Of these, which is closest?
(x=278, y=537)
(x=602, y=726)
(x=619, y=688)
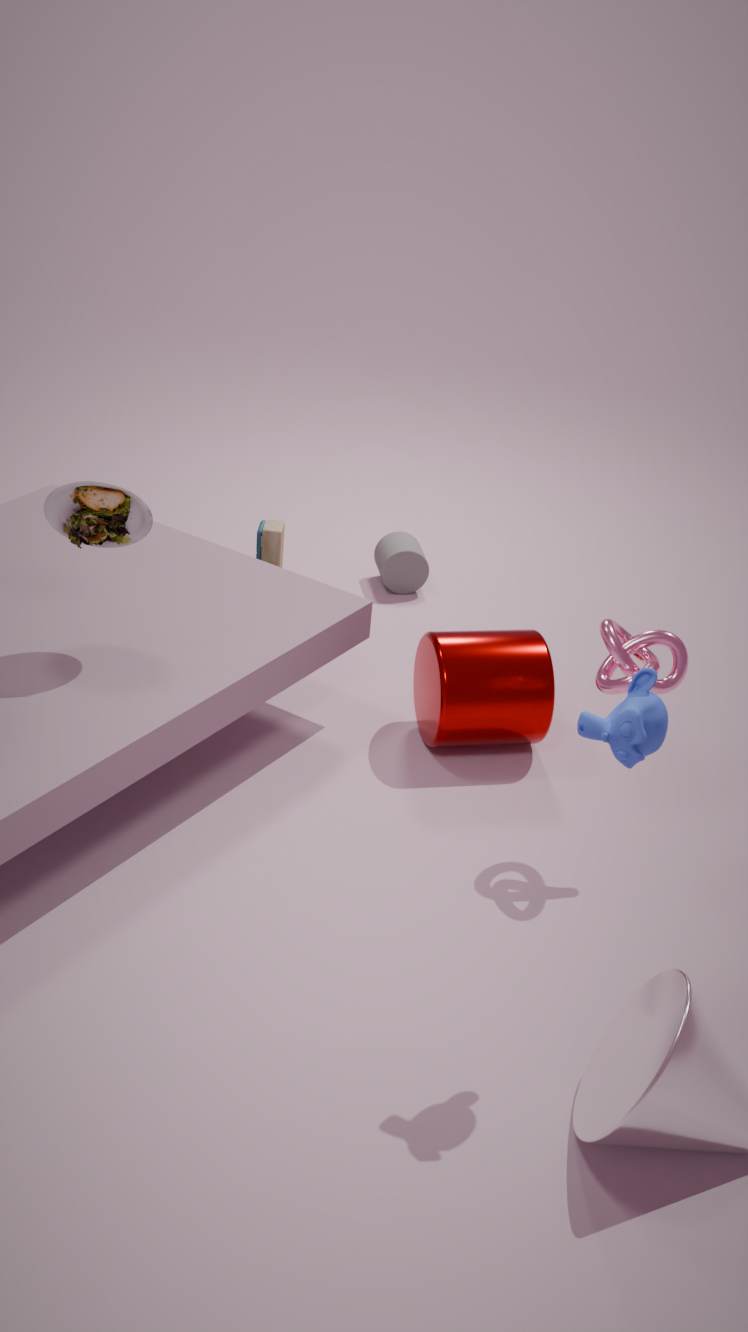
(x=602, y=726)
